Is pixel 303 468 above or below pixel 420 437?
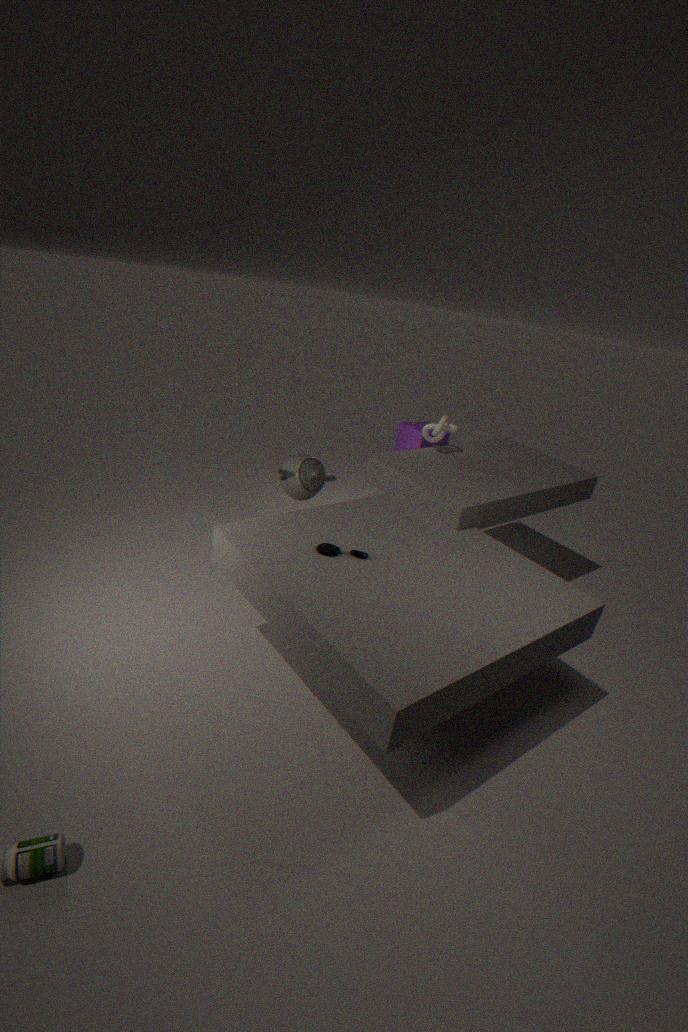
above
